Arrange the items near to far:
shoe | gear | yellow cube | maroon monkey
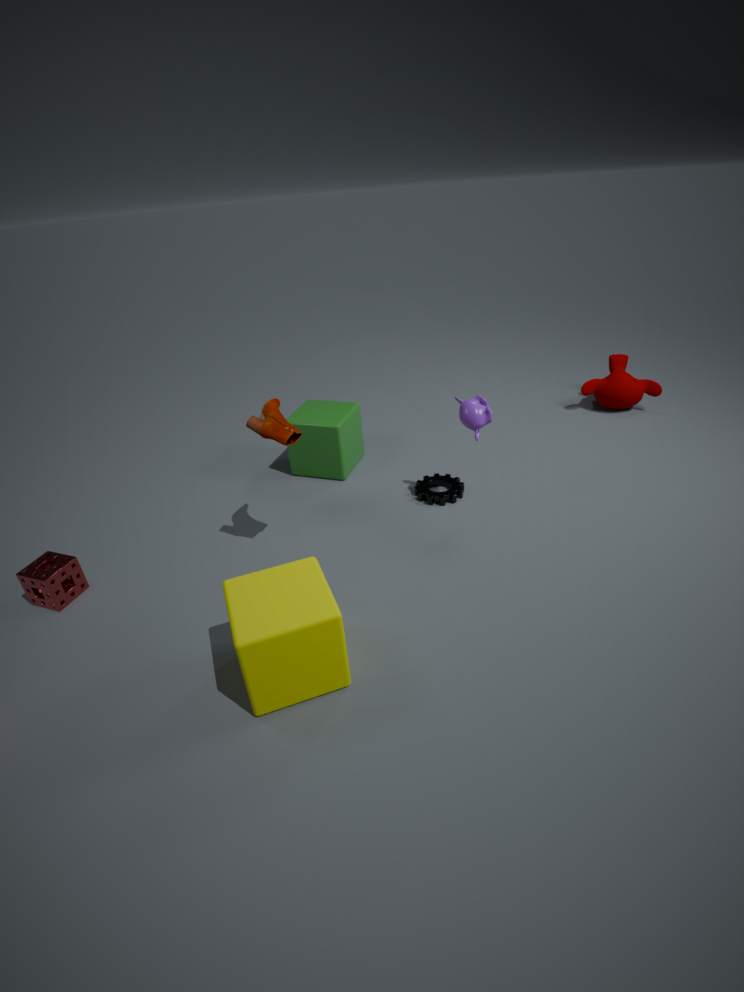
Result: yellow cube < shoe < gear < maroon monkey
